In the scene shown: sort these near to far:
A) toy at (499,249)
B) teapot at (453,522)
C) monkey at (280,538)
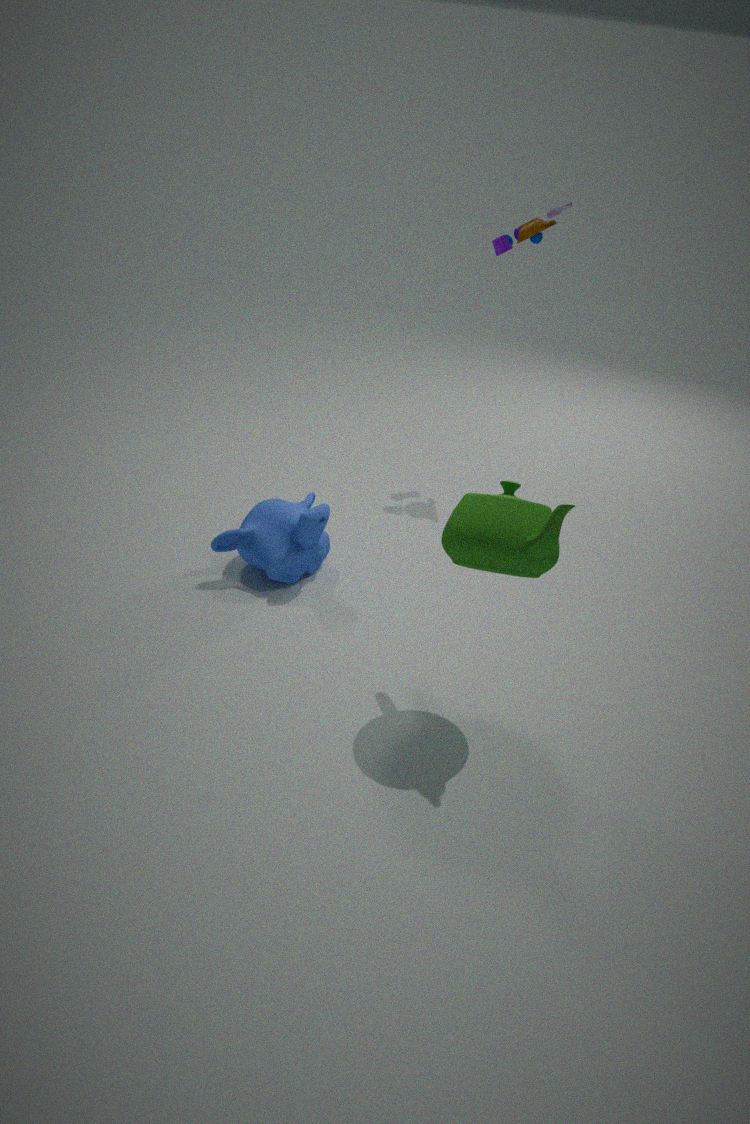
teapot at (453,522), monkey at (280,538), toy at (499,249)
